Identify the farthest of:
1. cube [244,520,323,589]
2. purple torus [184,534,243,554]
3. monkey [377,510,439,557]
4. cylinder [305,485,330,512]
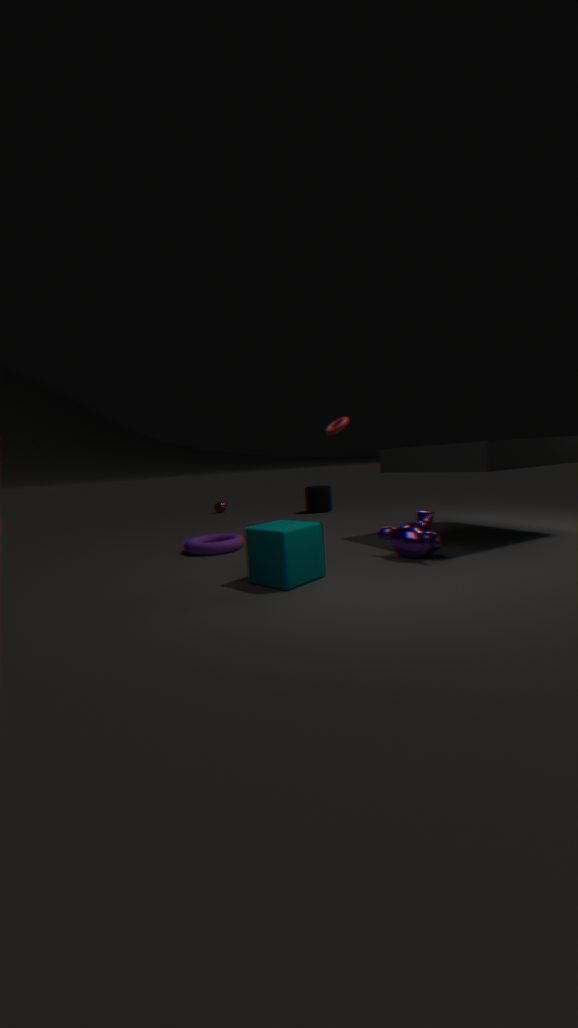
cylinder [305,485,330,512]
